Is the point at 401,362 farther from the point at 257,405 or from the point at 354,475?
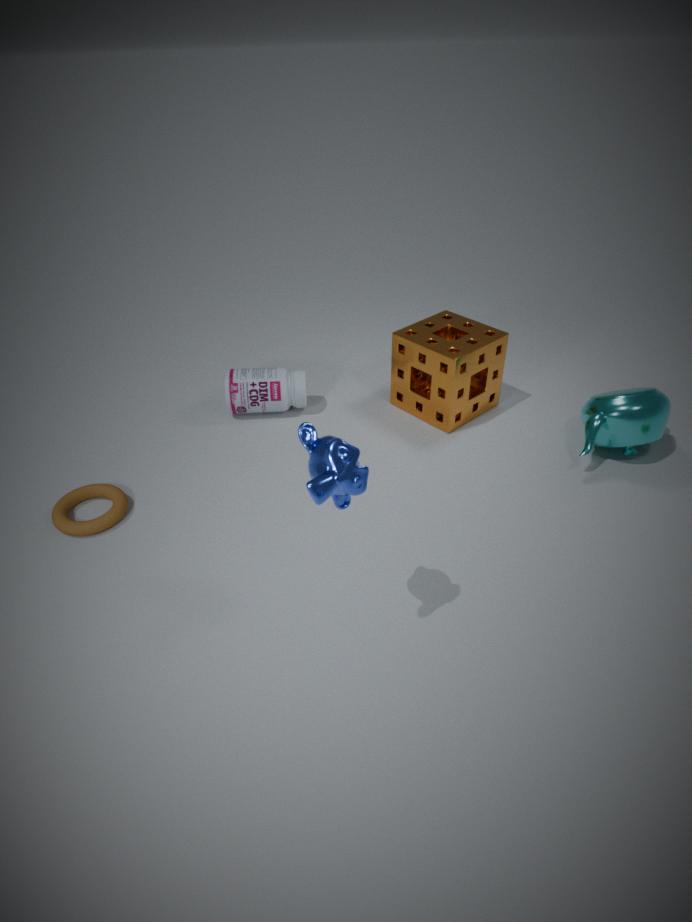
the point at 354,475
